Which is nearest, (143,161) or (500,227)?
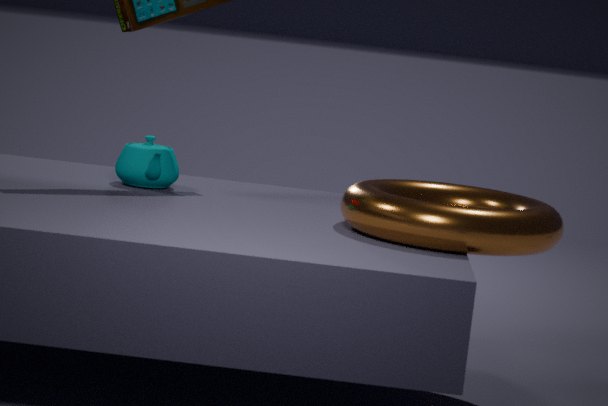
(500,227)
